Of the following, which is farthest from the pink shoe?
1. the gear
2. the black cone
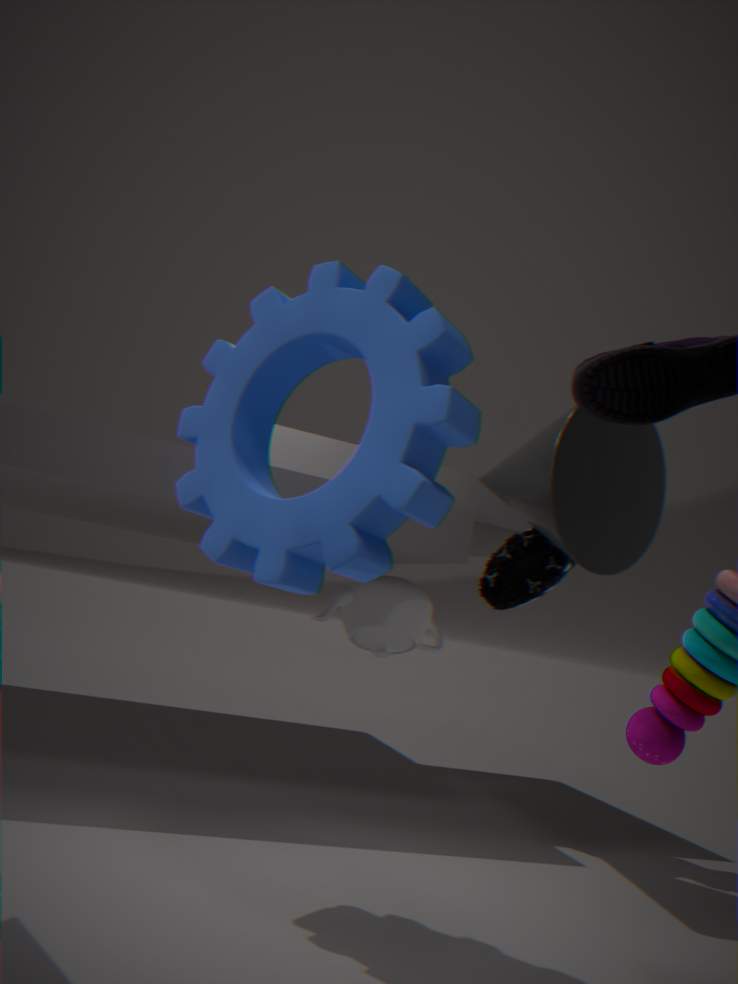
the gear
